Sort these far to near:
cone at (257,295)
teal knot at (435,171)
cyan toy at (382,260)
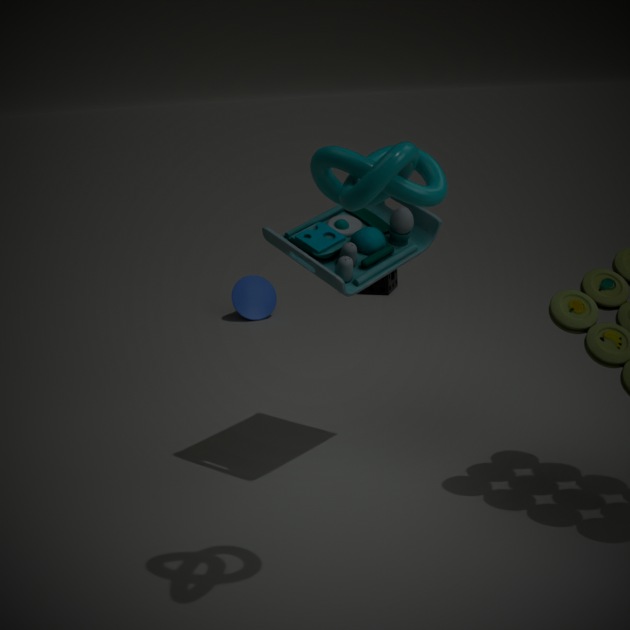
cone at (257,295), cyan toy at (382,260), teal knot at (435,171)
